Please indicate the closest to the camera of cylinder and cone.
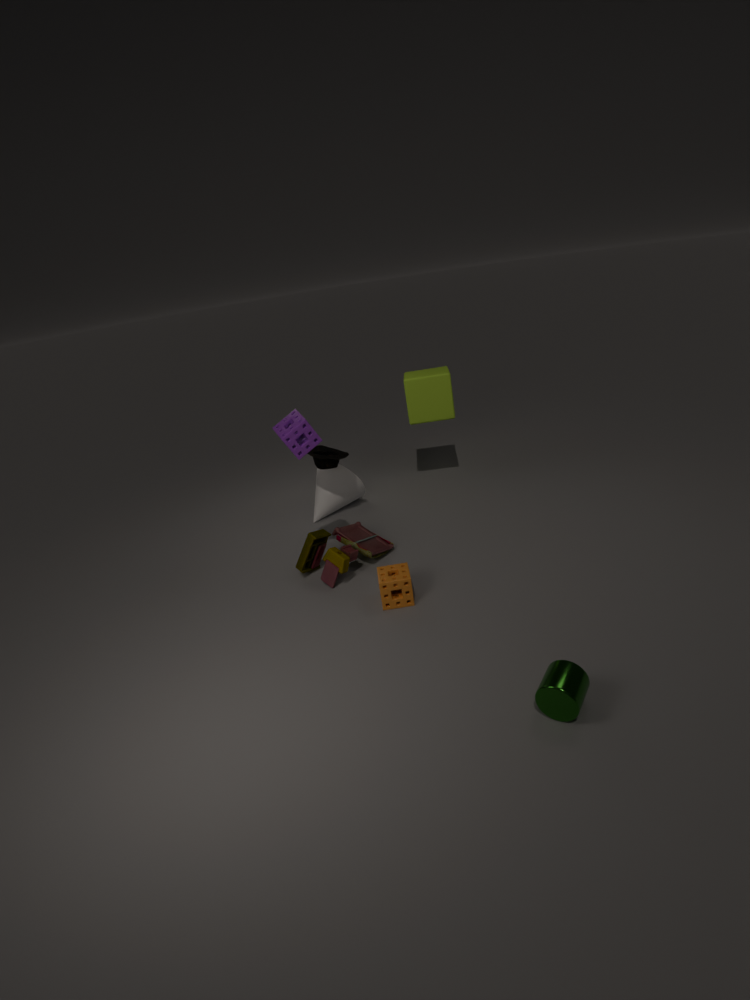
cylinder
